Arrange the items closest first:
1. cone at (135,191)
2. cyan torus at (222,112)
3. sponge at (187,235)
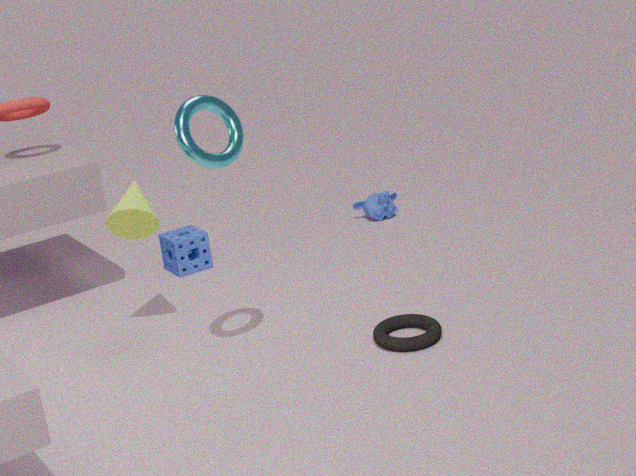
cyan torus at (222,112)
cone at (135,191)
sponge at (187,235)
